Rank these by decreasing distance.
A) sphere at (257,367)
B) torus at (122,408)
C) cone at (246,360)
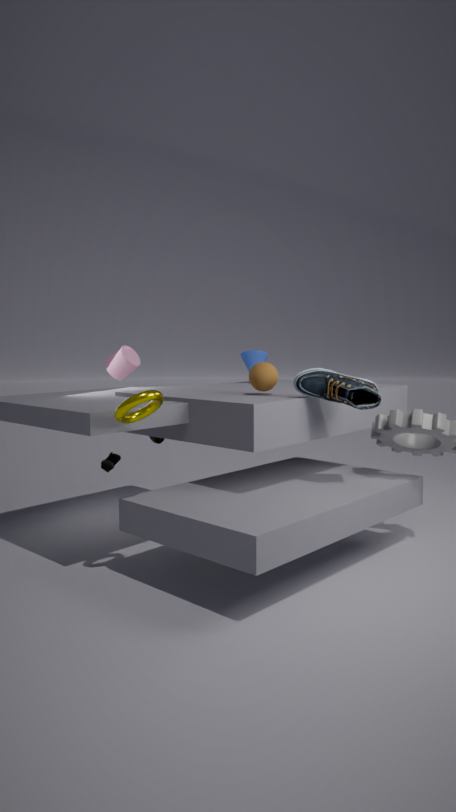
1. C. cone at (246,360)
2. A. sphere at (257,367)
3. B. torus at (122,408)
